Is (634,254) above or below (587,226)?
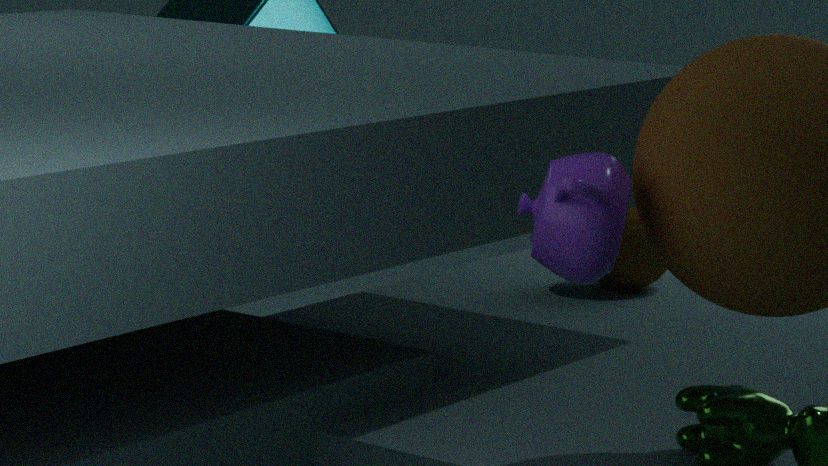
below
